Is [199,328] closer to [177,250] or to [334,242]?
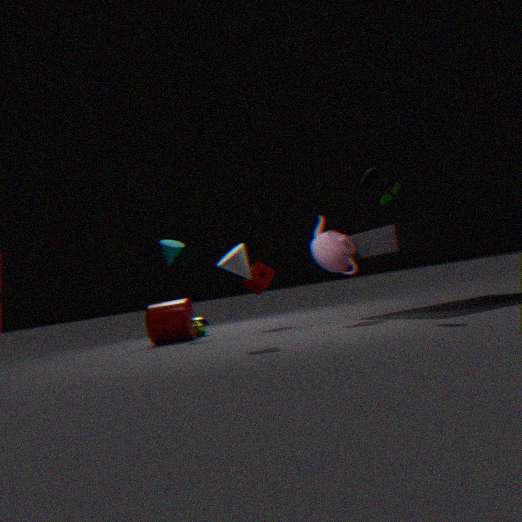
[177,250]
